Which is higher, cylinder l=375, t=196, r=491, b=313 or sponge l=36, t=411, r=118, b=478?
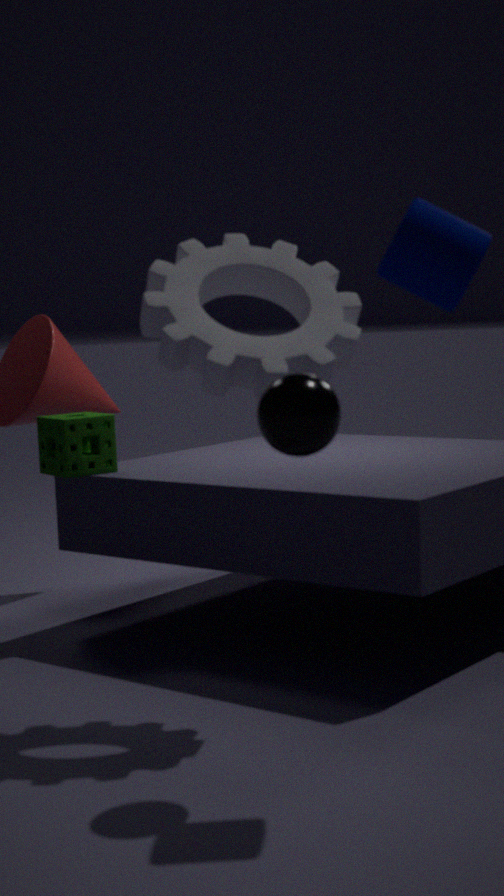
cylinder l=375, t=196, r=491, b=313
